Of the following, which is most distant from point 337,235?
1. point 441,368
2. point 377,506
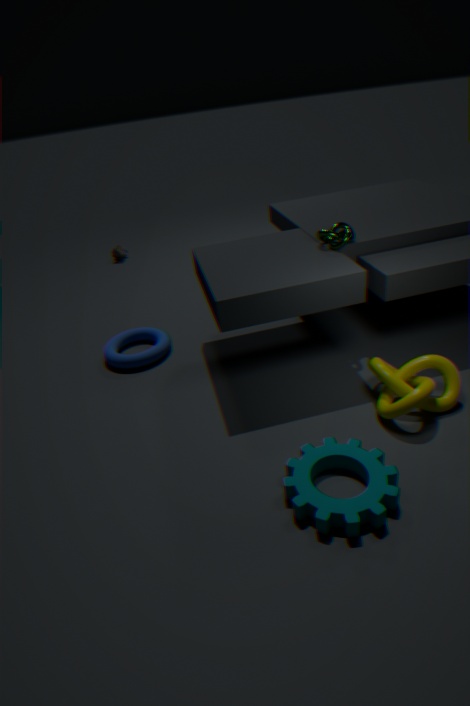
point 377,506
